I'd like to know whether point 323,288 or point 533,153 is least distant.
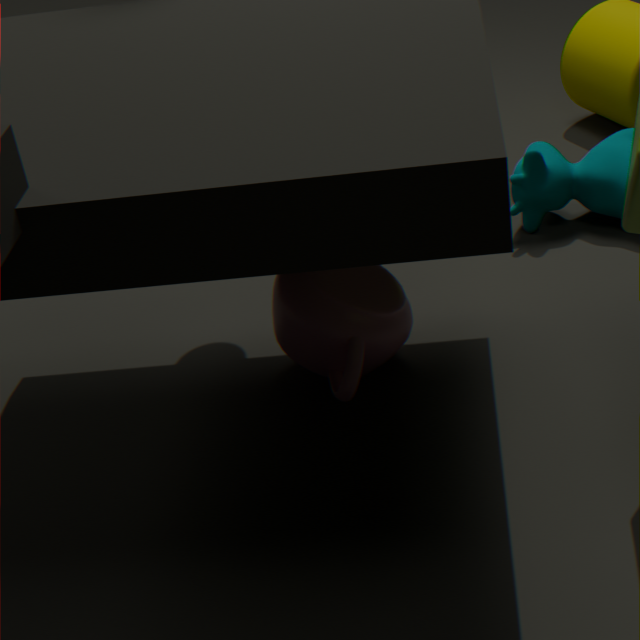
point 323,288
